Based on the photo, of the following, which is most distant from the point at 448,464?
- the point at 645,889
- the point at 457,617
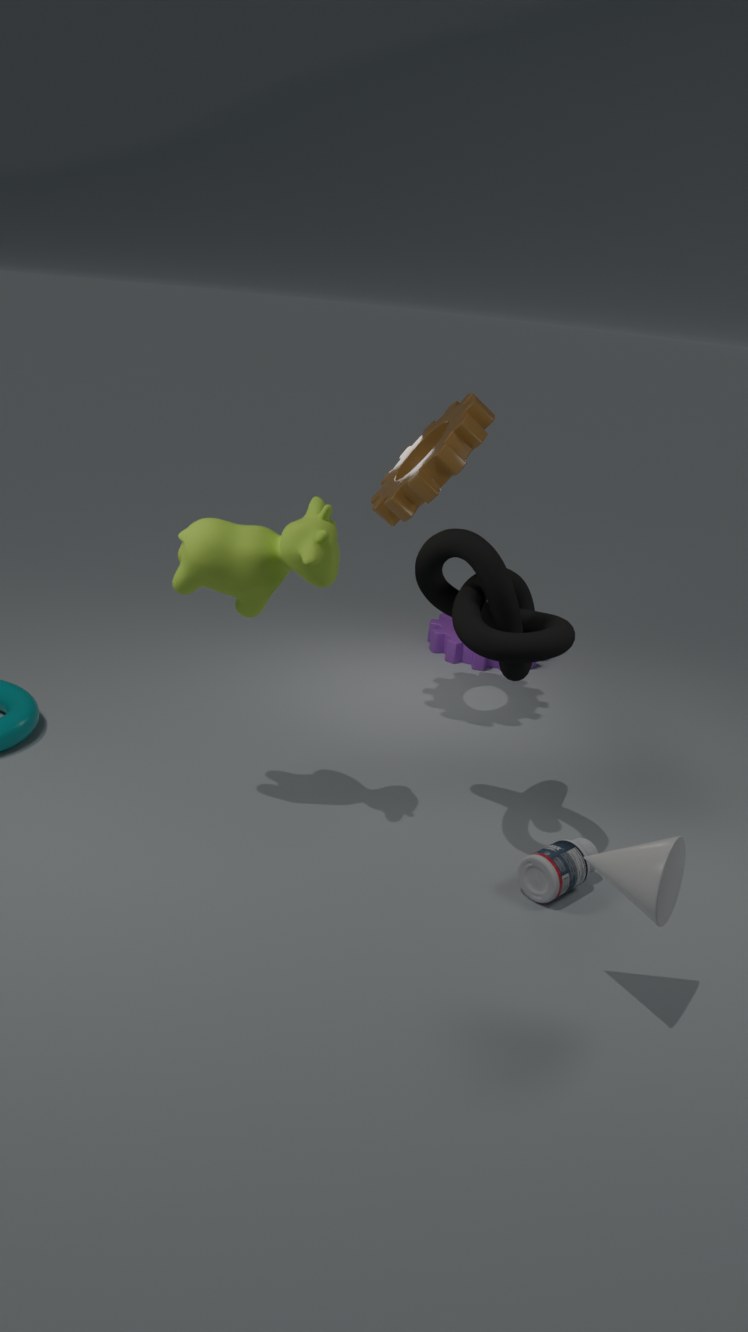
the point at 645,889
